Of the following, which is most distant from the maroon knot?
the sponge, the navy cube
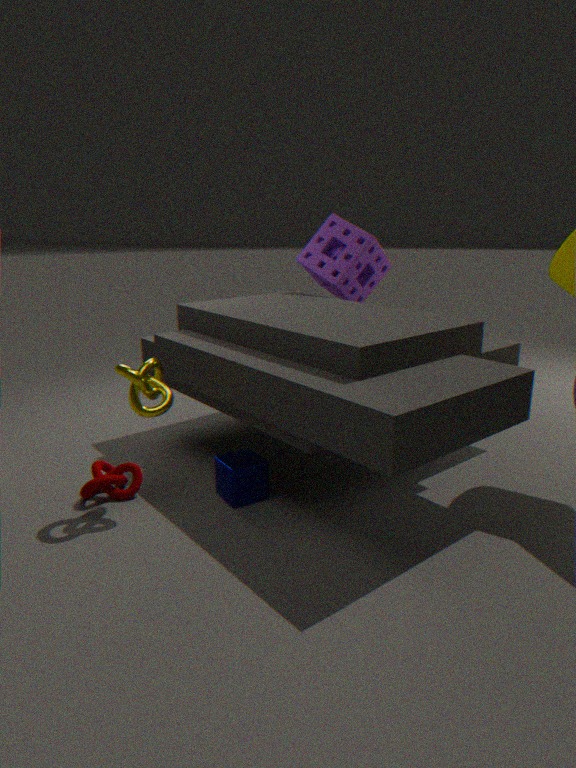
the sponge
